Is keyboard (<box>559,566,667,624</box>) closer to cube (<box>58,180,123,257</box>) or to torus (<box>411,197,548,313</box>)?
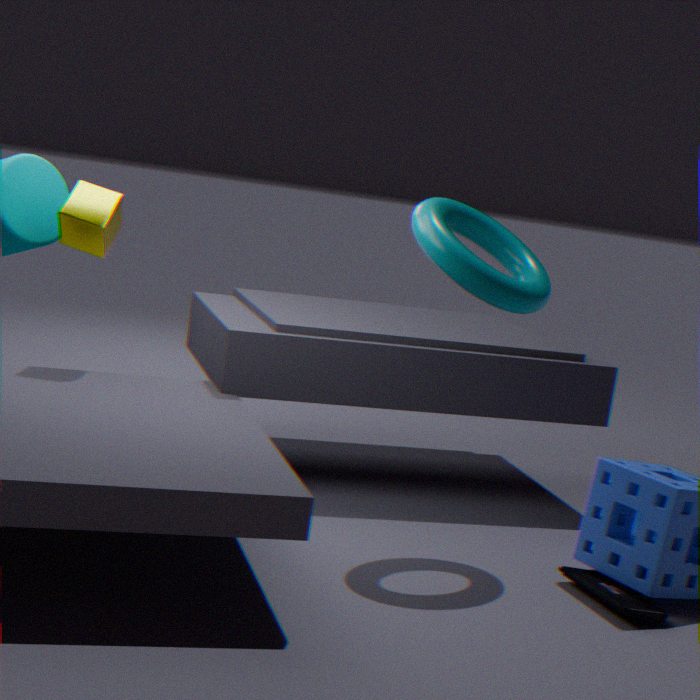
torus (<box>411,197,548,313</box>)
